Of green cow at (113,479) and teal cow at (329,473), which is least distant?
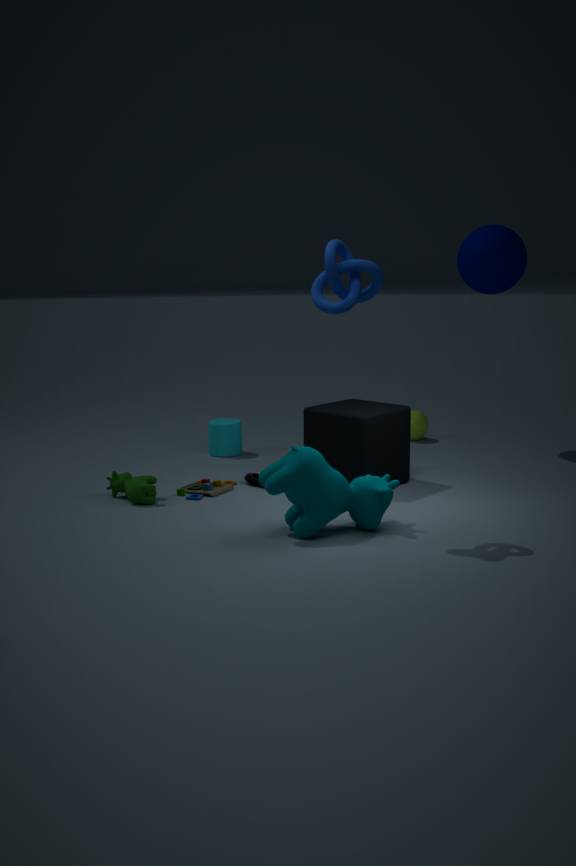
teal cow at (329,473)
